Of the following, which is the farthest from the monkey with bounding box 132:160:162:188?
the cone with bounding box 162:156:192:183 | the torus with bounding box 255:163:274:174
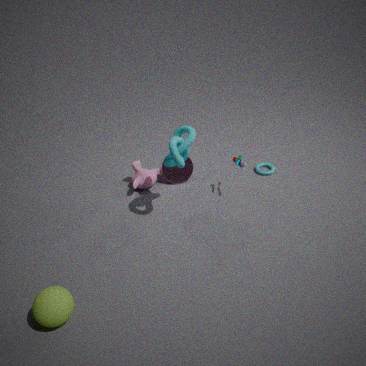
the torus with bounding box 255:163:274:174
